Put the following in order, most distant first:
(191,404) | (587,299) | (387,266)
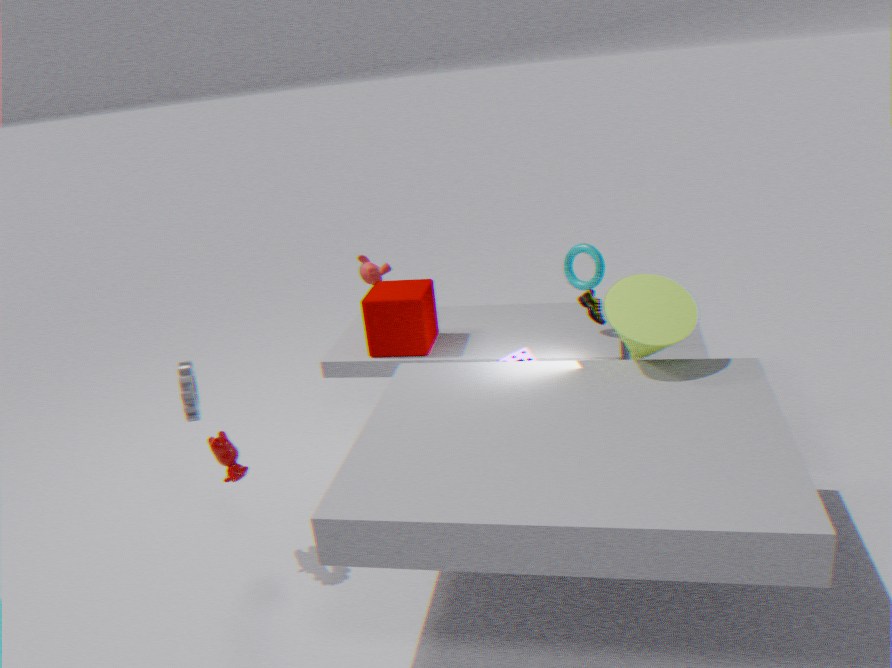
(387,266) < (587,299) < (191,404)
